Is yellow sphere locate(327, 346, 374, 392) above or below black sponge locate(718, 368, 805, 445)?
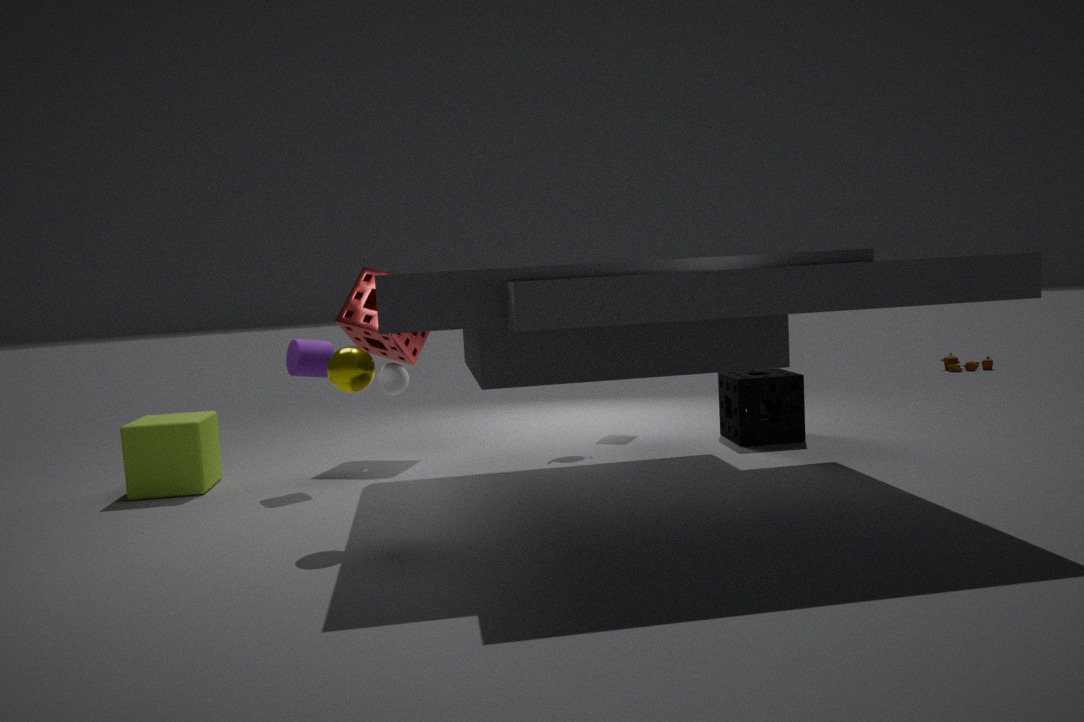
above
